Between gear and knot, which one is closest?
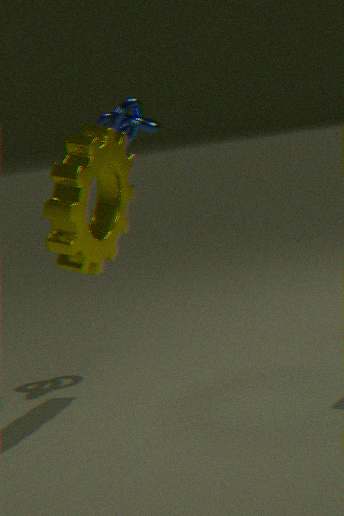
gear
